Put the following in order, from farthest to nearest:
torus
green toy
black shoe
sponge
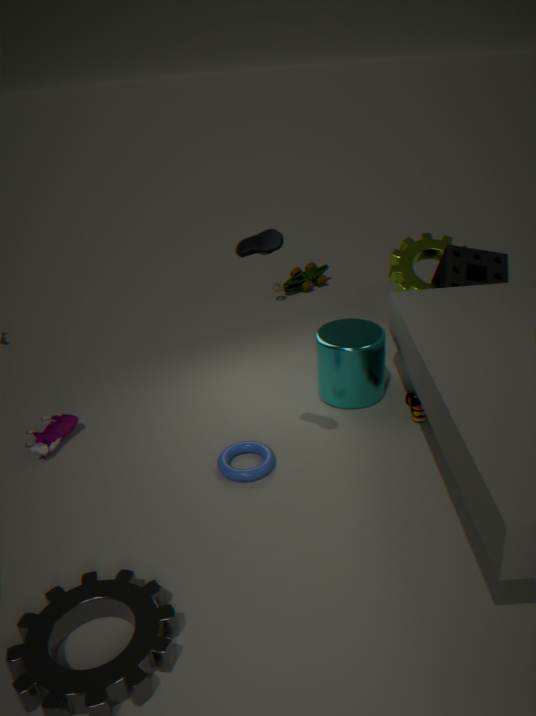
1. green toy
2. sponge
3. torus
4. black shoe
